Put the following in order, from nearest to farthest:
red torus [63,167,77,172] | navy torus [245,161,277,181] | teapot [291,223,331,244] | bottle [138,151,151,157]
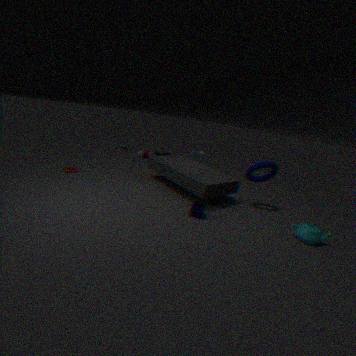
teapot [291,223,331,244]
navy torus [245,161,277,181]
red torus [63,167,77,172]
bottle [138,151,151,157]
